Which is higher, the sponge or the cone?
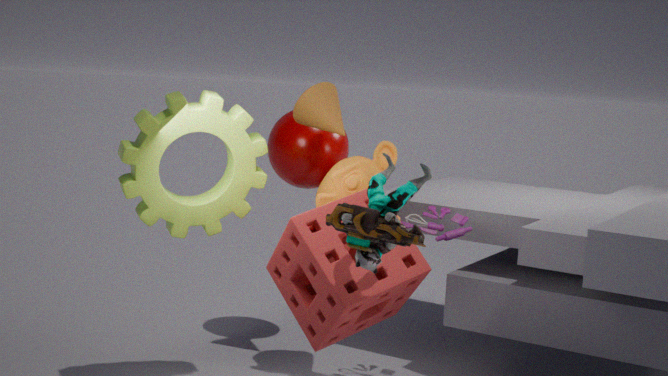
the cone
